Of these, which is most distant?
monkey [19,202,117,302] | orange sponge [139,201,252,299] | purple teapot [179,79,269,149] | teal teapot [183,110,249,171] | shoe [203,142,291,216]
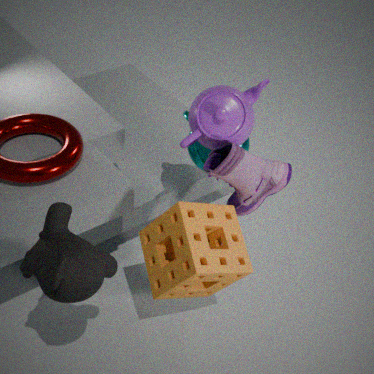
teal teapot [183,110,249,171]
